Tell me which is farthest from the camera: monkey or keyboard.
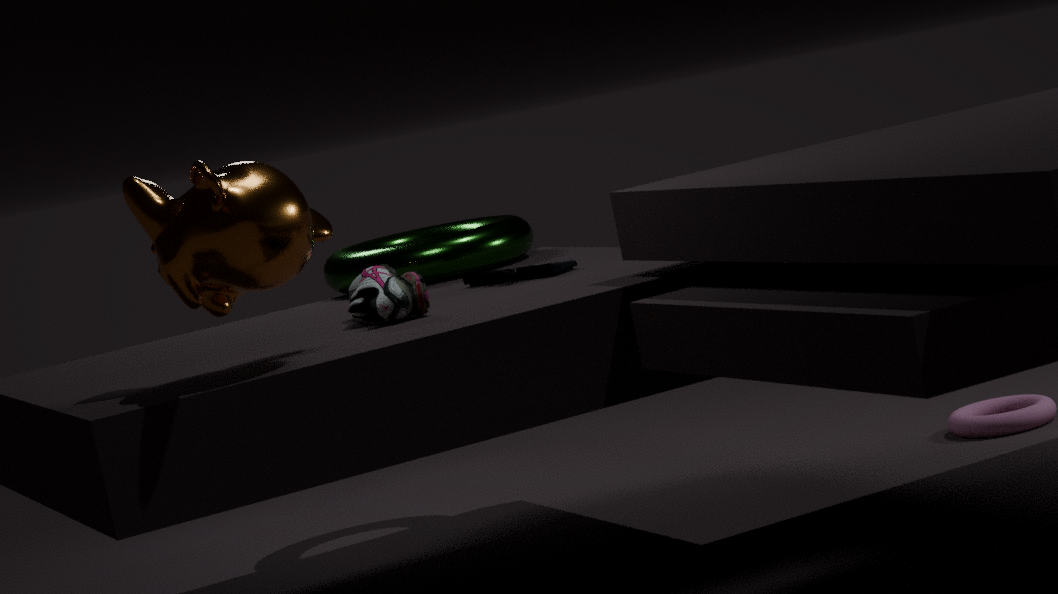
keyboard
